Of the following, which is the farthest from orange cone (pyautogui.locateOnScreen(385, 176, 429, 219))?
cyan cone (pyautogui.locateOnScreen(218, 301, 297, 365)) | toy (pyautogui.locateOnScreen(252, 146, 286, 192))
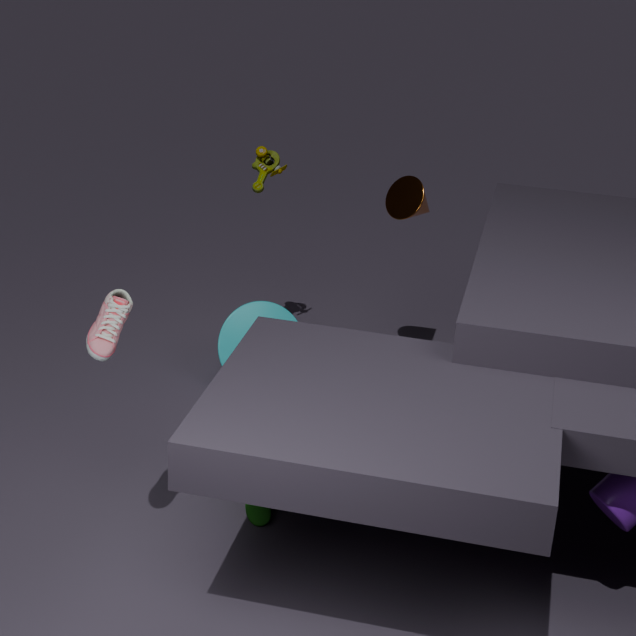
cyan cone (pyautogui.locateOnScreen(218, 301, 297, 365))
